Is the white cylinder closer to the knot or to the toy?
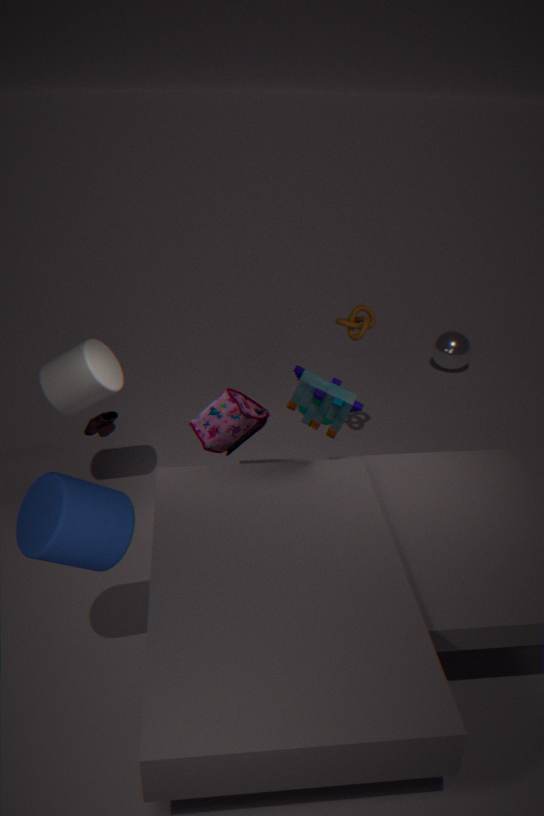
the toy
